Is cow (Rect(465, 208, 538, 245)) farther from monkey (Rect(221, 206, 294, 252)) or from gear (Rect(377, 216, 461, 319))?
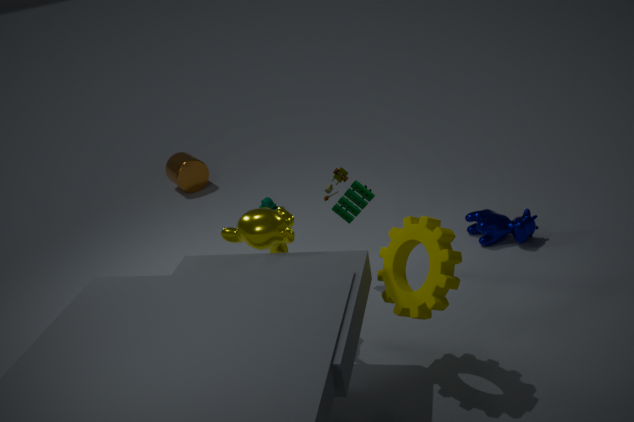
monkey (Rect(221, 206, 294, 252))
